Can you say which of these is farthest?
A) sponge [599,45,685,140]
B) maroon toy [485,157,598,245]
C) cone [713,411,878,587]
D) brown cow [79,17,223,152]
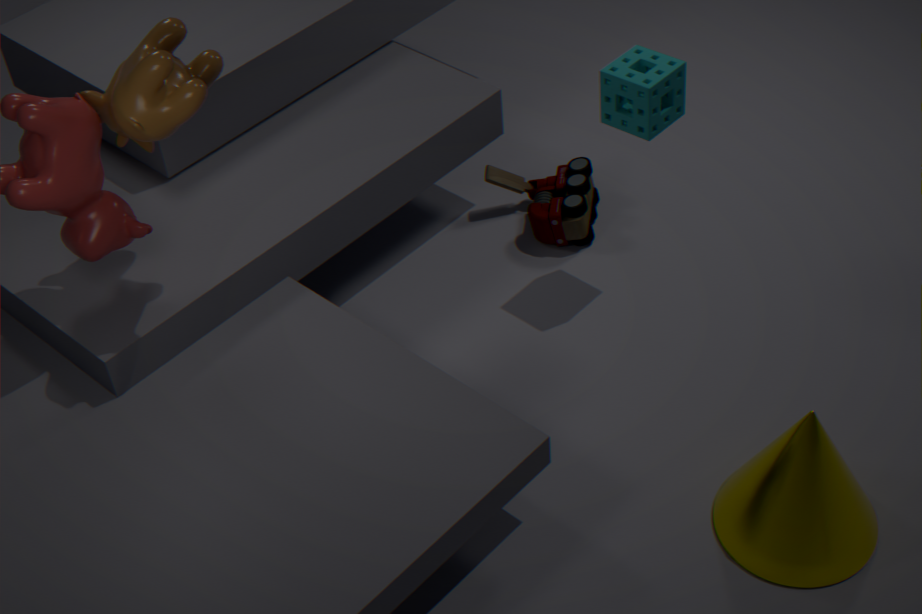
maroon toy [485,157,598,245]
